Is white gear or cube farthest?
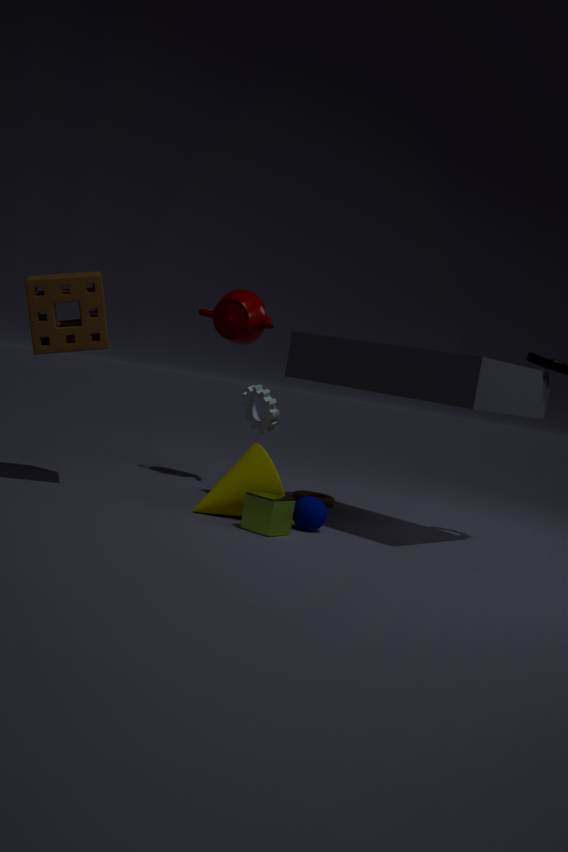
white gear
